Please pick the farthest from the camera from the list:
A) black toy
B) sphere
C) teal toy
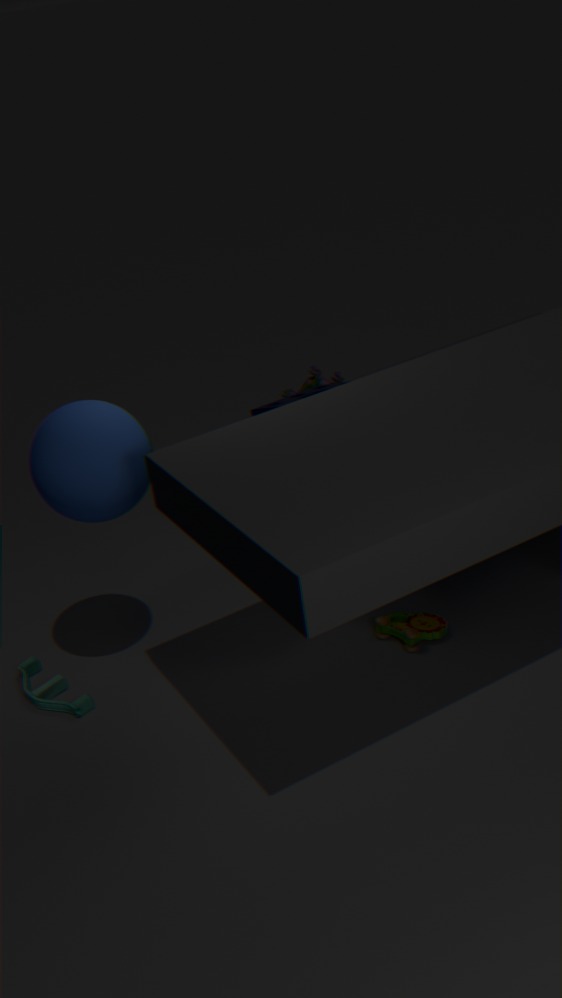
black toy
